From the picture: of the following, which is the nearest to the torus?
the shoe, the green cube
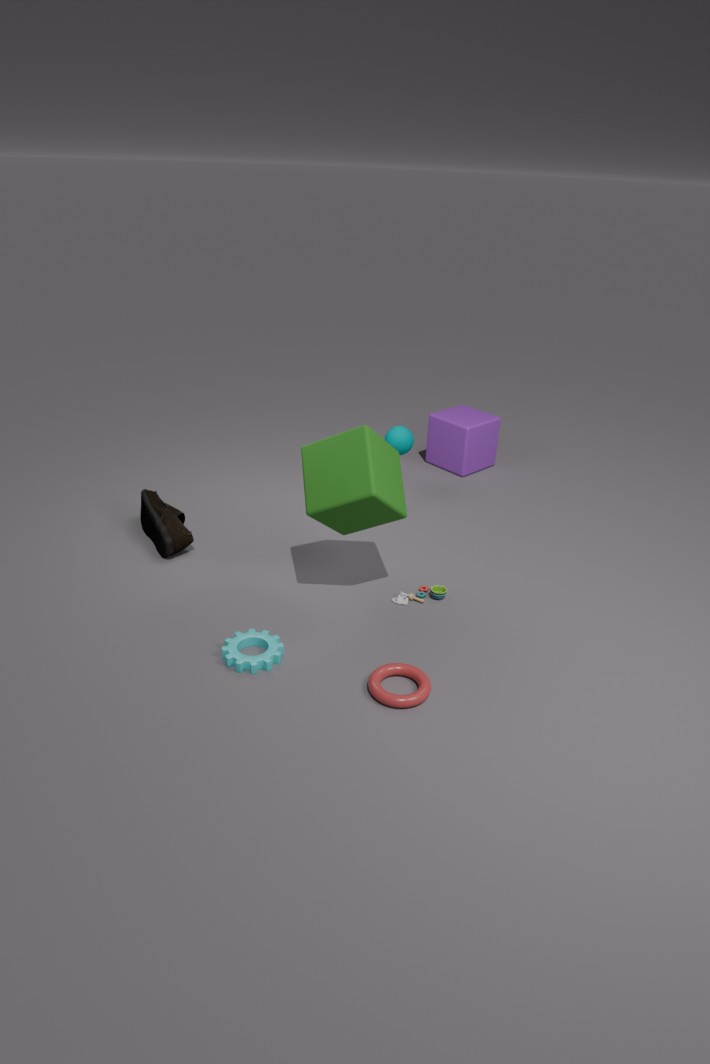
the green cube
